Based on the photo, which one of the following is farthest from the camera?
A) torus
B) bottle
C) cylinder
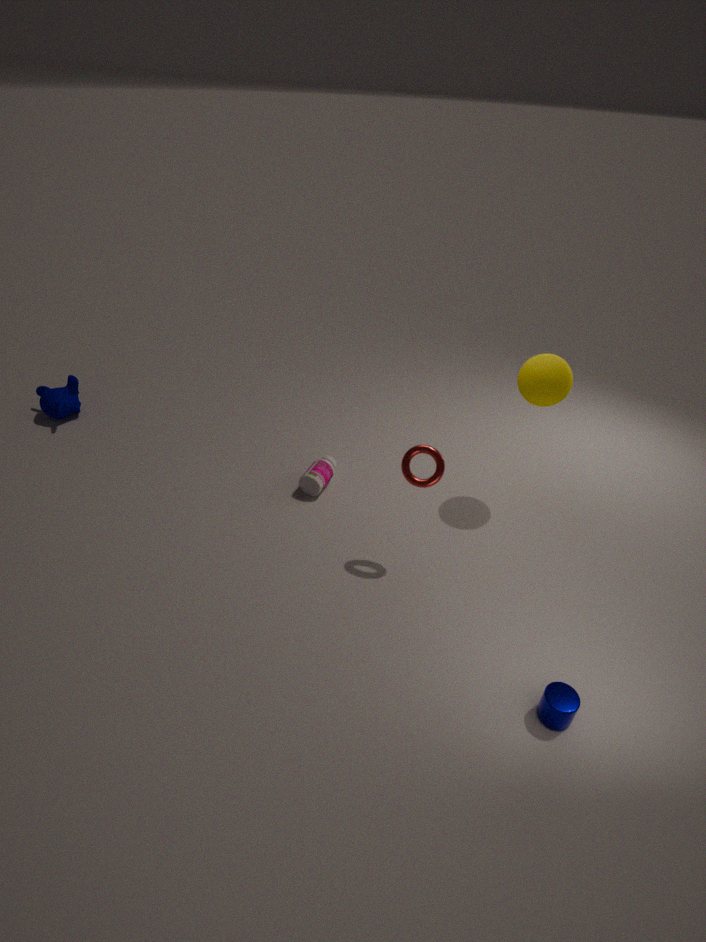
bottle
